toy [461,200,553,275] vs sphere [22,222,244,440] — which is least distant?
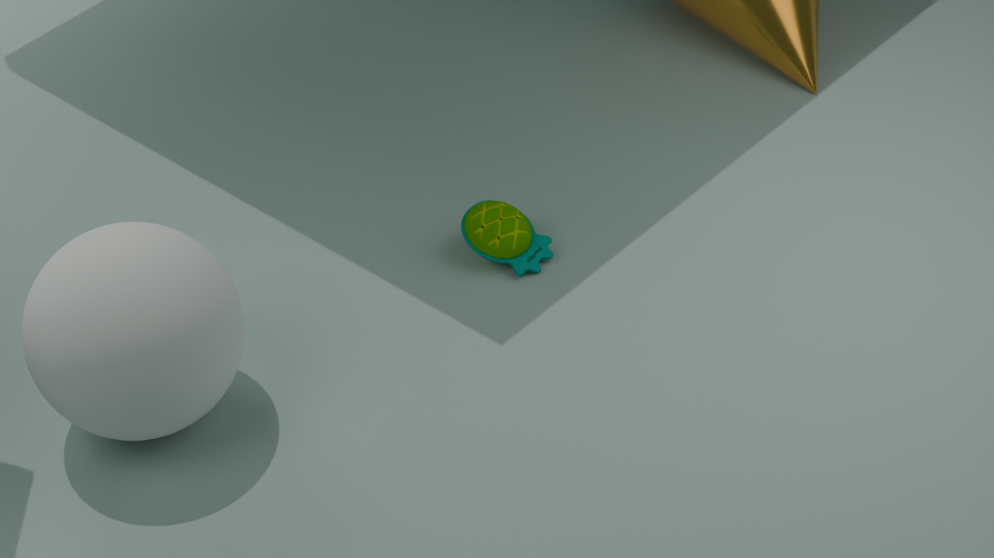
sphere [22,222,244,440]
